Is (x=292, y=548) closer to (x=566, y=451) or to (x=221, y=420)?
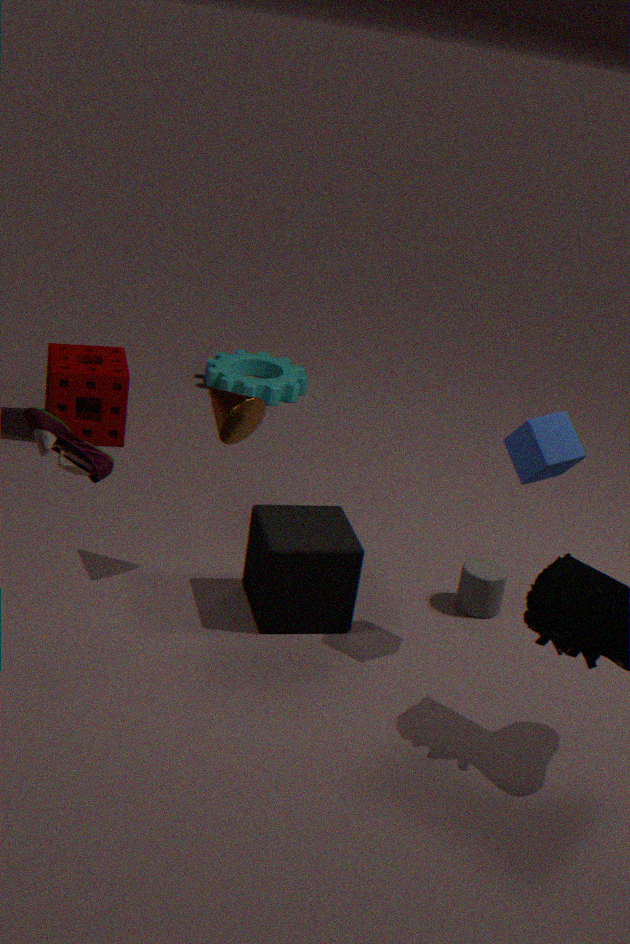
(x=221, y=420)
